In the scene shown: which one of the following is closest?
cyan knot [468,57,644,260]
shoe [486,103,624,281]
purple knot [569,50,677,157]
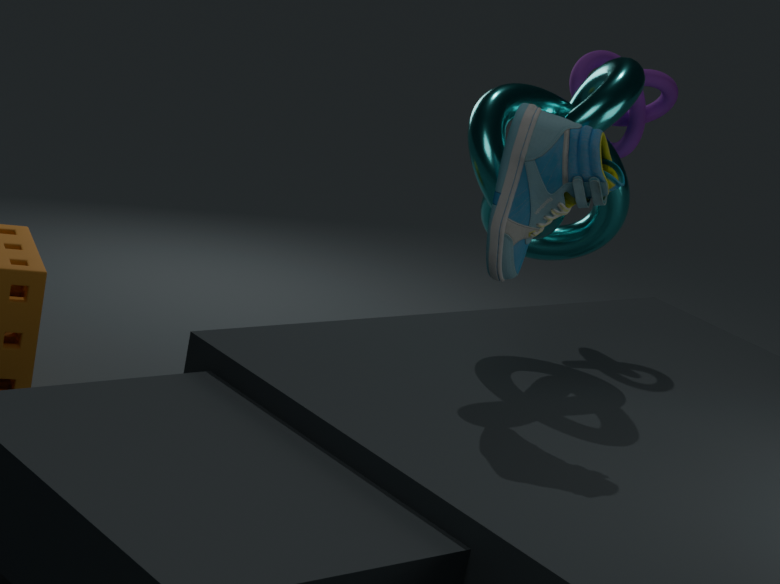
shoe [486,103,624,281]
